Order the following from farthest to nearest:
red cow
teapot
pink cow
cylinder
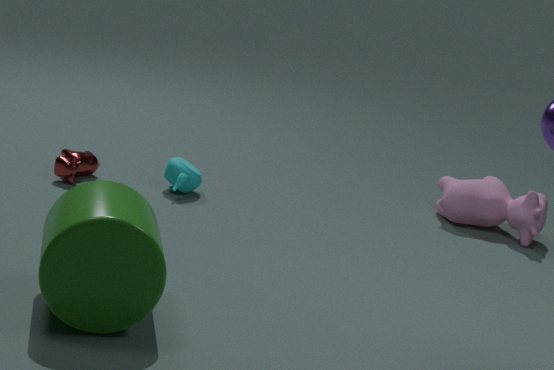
pink cow
teapot
red cow
cylinder
